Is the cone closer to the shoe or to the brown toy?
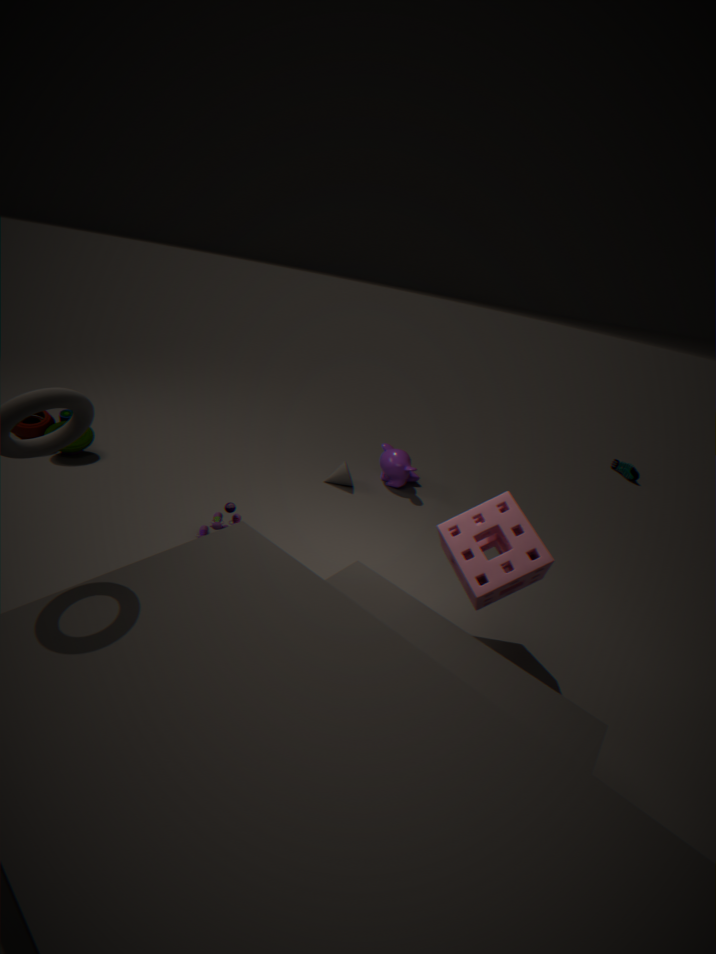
the brown toy
